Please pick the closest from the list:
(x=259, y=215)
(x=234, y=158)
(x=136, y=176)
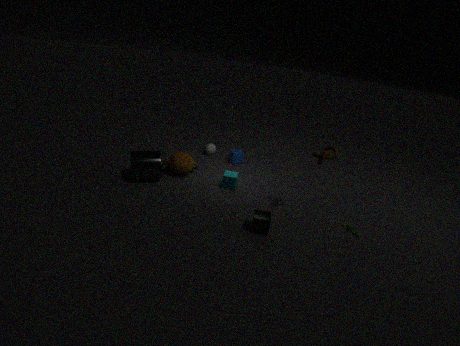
(x=259, y=215)
